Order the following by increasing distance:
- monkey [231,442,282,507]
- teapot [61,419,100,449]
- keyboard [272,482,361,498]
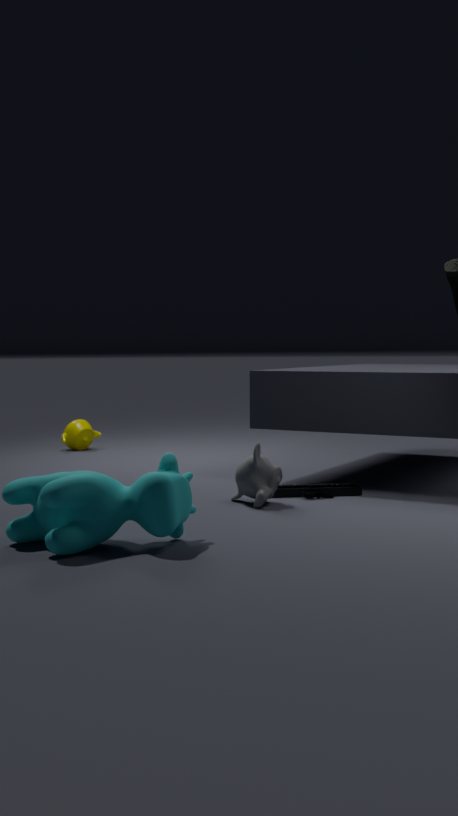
monkey [231,442,282,507]
keyboard [272,482,361,498]
teapot [61,419,100,449]
